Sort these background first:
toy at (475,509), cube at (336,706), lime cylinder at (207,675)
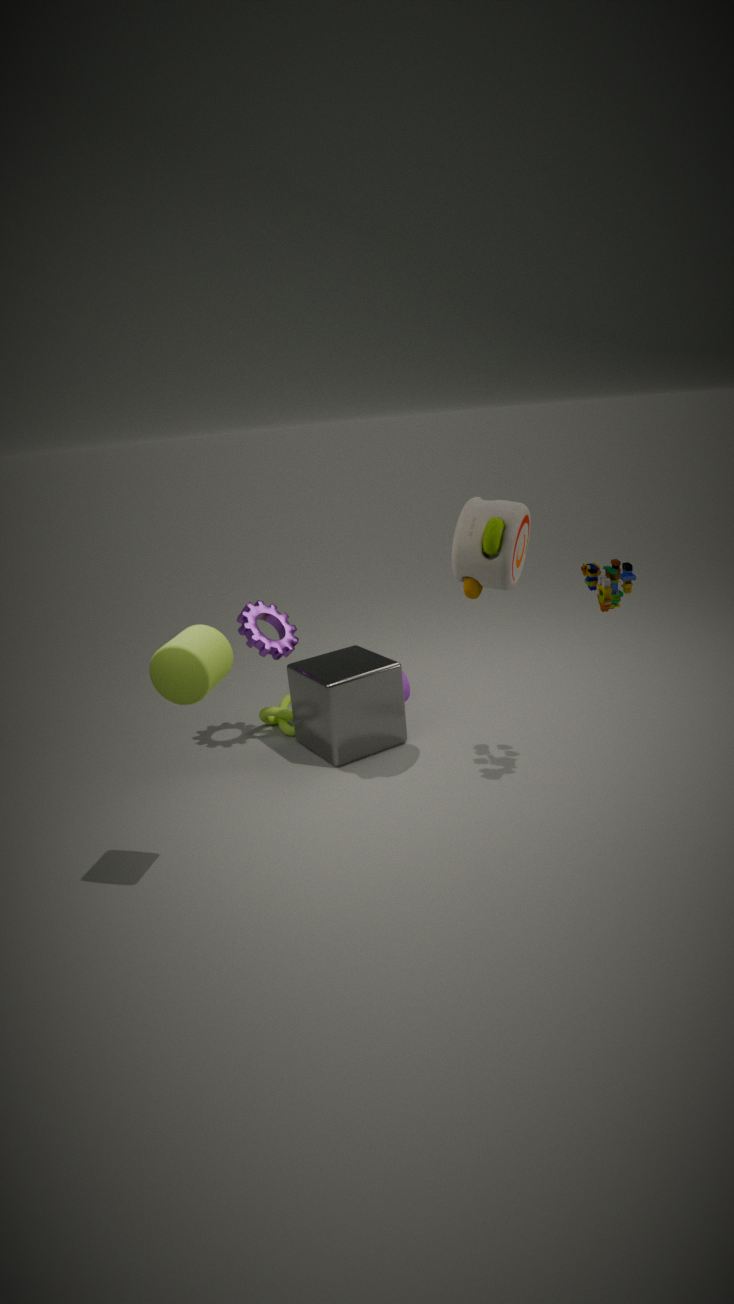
cube at (336,706) → toy at (475,509) → lime cylinder at (207,675)
